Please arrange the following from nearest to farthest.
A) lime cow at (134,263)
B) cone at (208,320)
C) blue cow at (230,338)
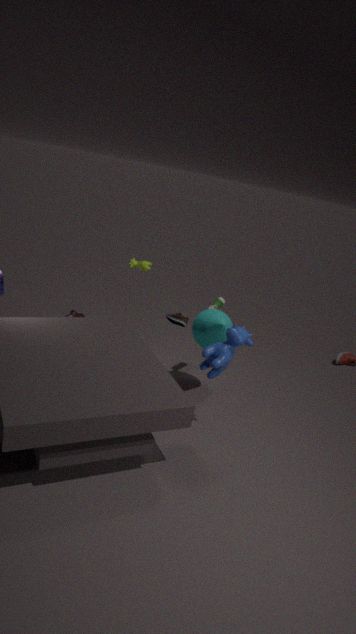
blue cow at (230,338) < cone at (208,320) < lime cow at (134,263)
